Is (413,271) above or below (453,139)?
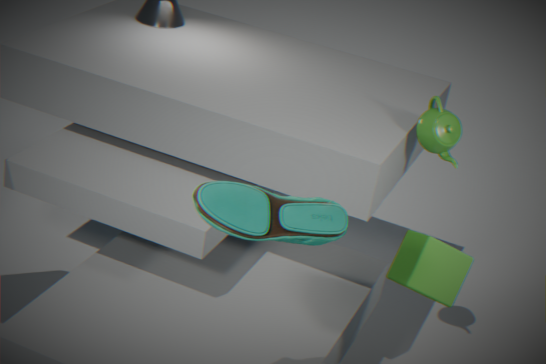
below
